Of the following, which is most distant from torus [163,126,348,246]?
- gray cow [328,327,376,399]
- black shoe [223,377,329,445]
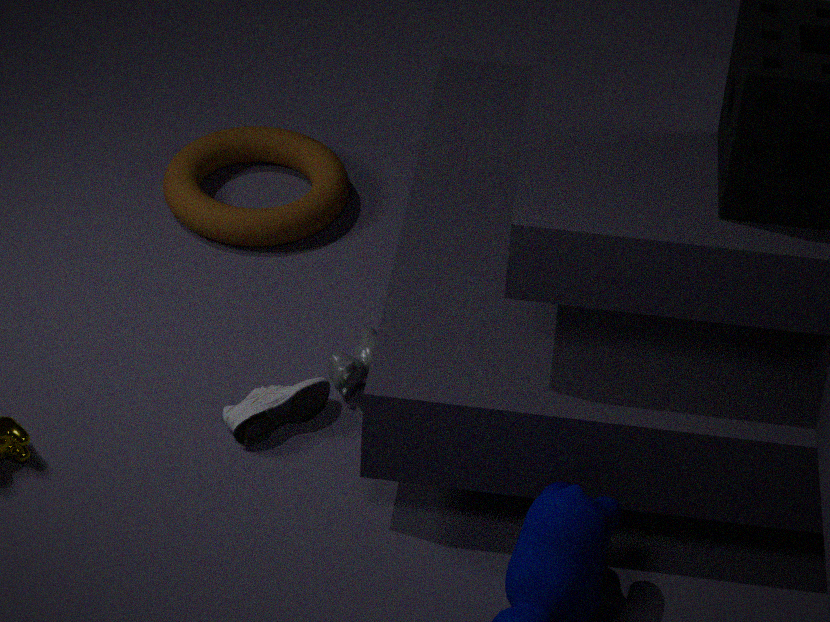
black shoe [223,377,329,445]
